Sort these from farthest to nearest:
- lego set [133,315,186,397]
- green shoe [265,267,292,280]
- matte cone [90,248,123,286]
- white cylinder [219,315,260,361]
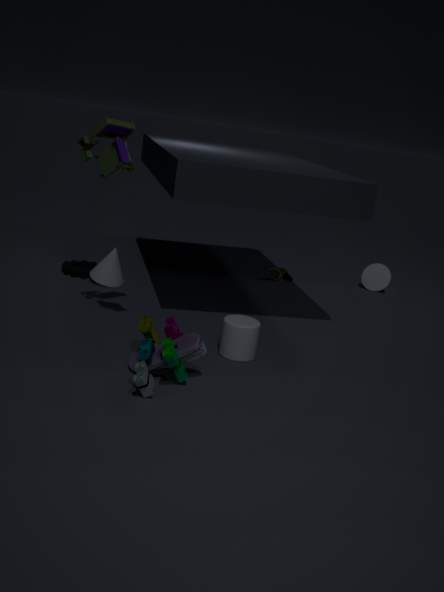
green shoe [265,267,292,280]
matte cone [90,248,123,286]
white cylinder [219,315,260,361]
lego set [133,315,186,397]
